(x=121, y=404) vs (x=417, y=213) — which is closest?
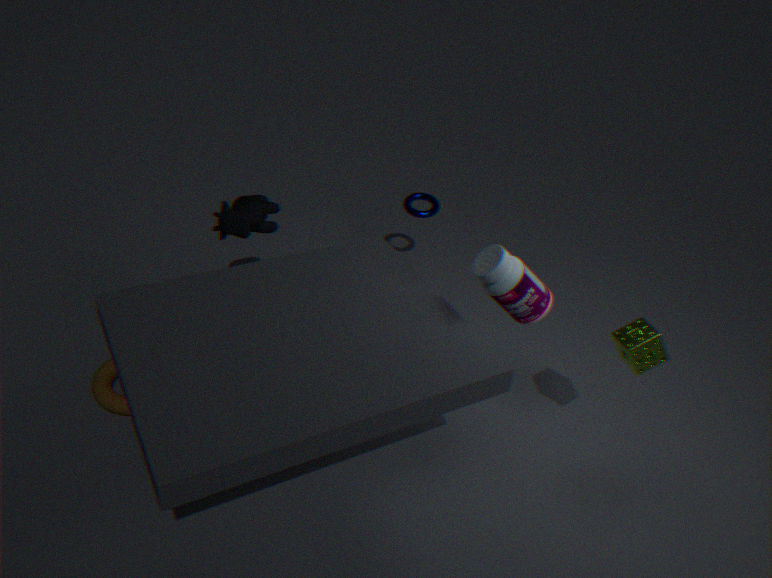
(x=121, y=404)
